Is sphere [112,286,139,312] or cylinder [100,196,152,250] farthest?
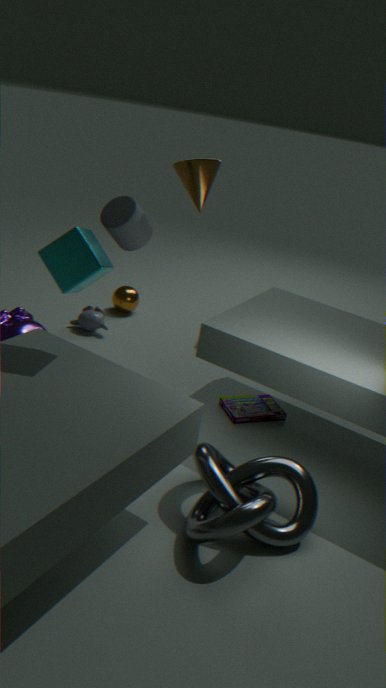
sphere [112,286,139,312]
